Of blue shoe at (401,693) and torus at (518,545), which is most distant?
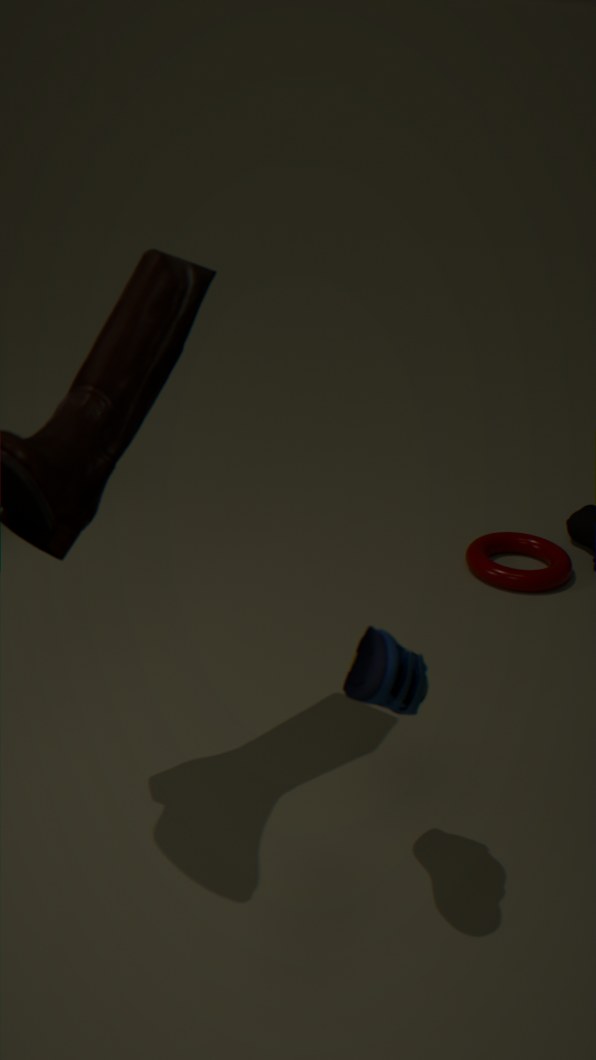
torus at (518,545)
